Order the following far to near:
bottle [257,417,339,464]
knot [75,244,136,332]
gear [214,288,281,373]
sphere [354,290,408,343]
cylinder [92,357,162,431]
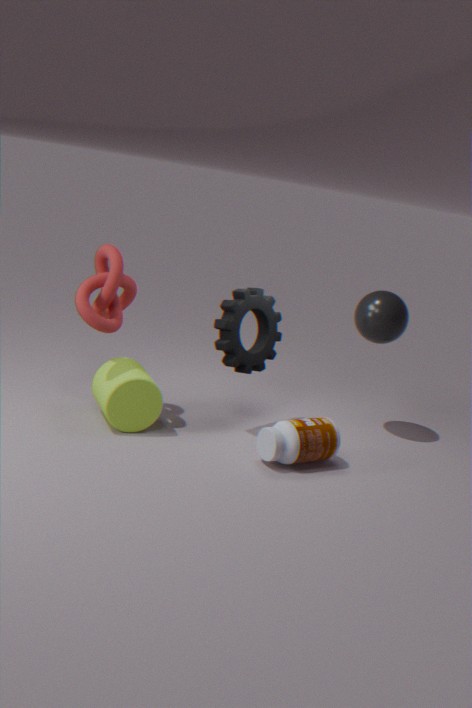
sphere [354,290,408,343] < gear [214,288,281,373] < cylinder [92,357,162,431] < bottle [257,417,339,464] < knot [75,244,136,332]
